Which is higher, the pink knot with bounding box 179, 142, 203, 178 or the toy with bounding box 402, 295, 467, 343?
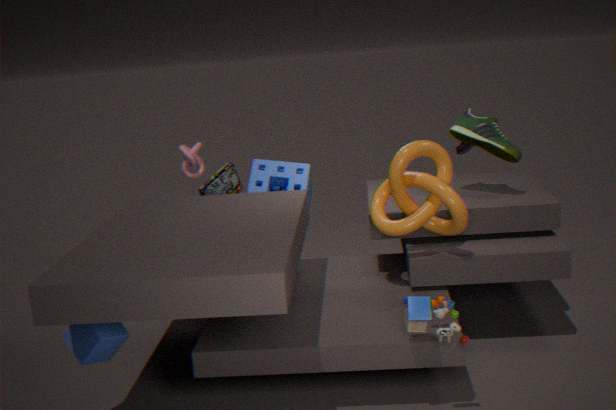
the pink knot with bounding box 179, 142, 203, 178
